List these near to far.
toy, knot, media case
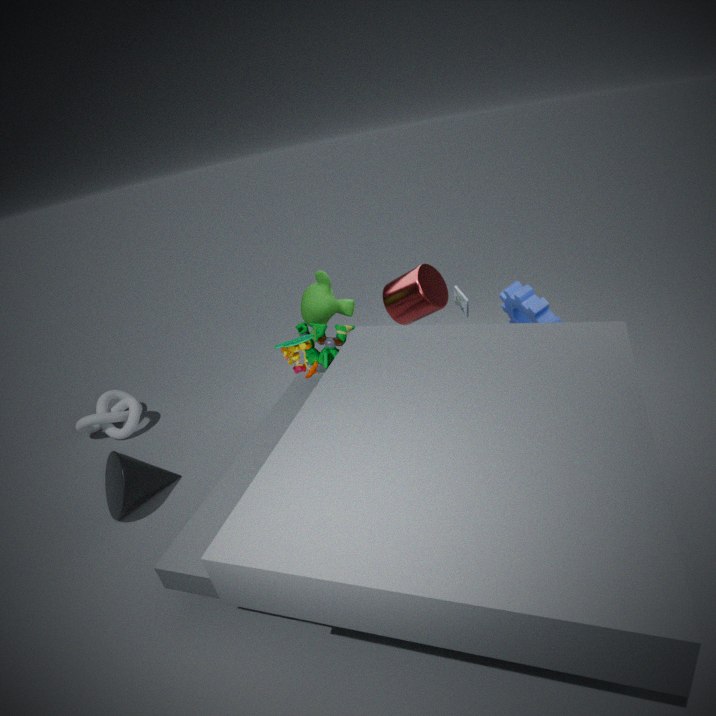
toy → media case → knot
